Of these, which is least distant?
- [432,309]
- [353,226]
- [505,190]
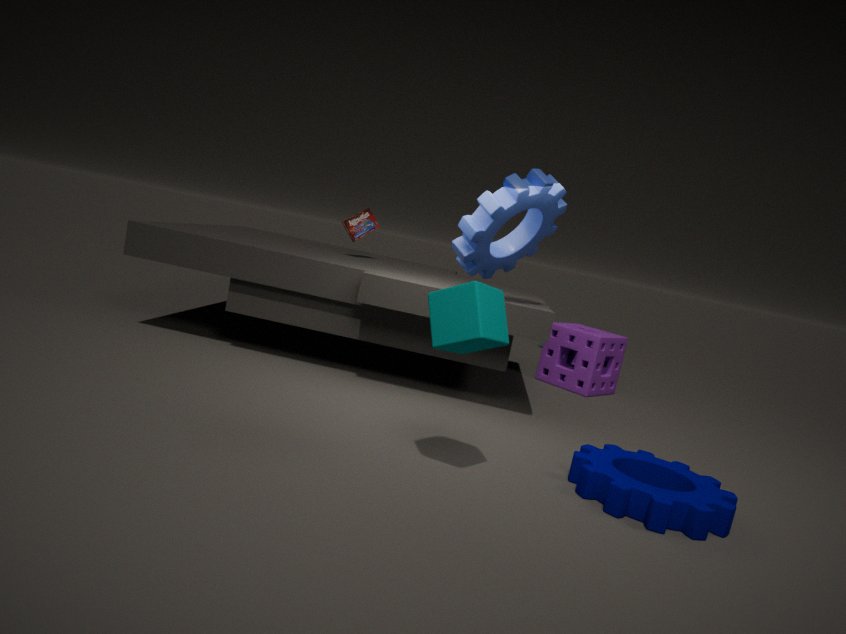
[432,309]
